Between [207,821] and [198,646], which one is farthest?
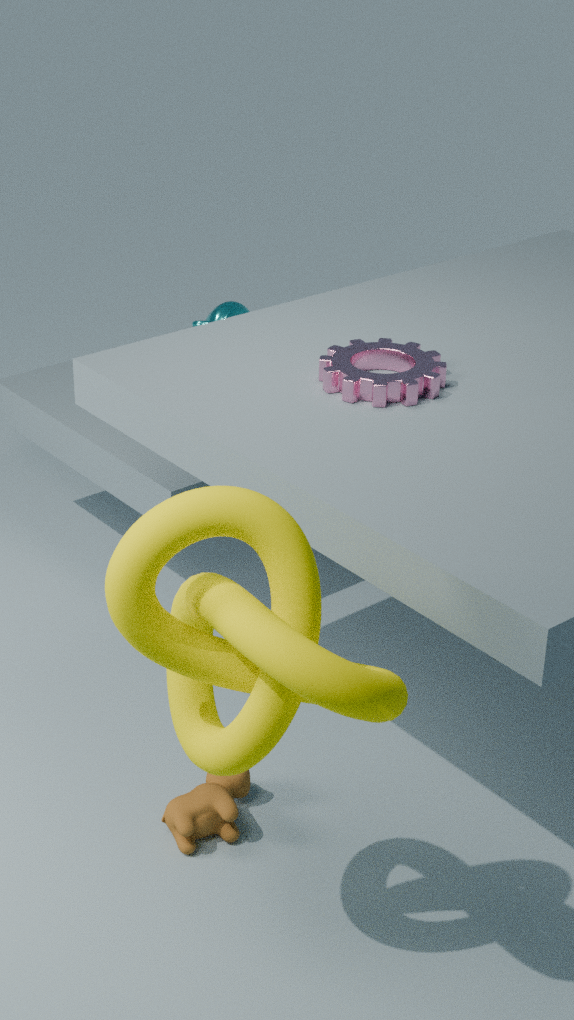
[207,821]
